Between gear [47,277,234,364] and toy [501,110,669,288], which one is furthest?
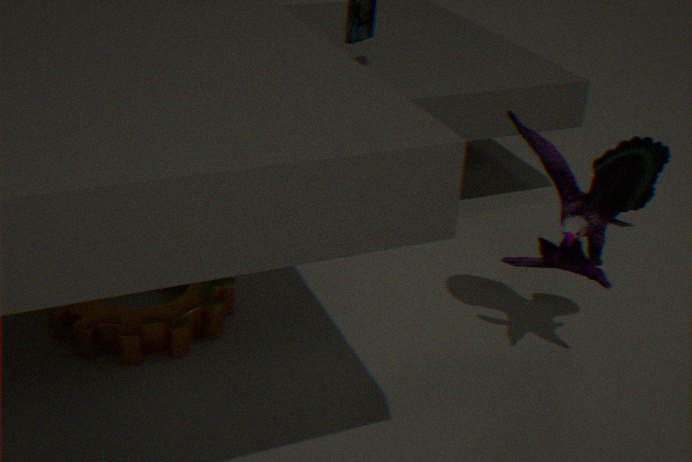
Result: gear [47,277,234,364]
